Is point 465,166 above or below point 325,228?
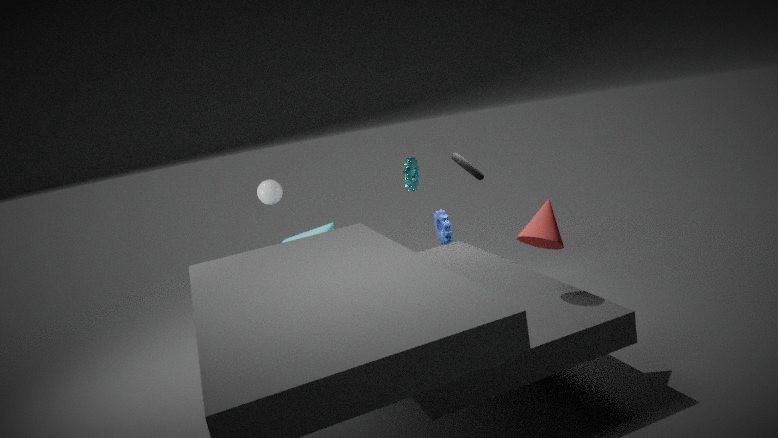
above
